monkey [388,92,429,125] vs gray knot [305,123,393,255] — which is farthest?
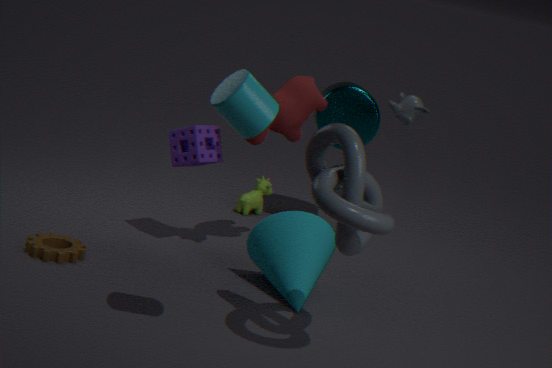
monkey [388,92,429,125]
